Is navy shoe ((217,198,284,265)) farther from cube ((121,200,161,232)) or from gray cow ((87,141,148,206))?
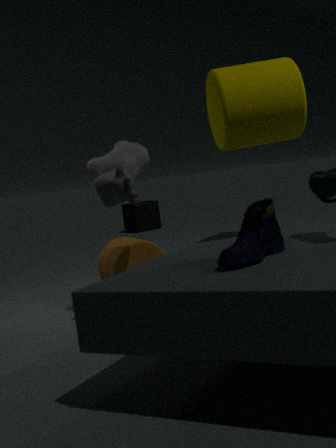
cube ((121,200,161,232))
